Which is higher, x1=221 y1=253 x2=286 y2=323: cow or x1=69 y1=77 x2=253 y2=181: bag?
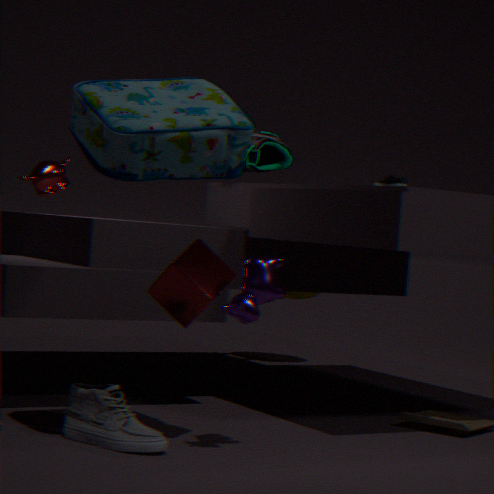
x1=69 y1=77 x2=253 y2=181: bag
